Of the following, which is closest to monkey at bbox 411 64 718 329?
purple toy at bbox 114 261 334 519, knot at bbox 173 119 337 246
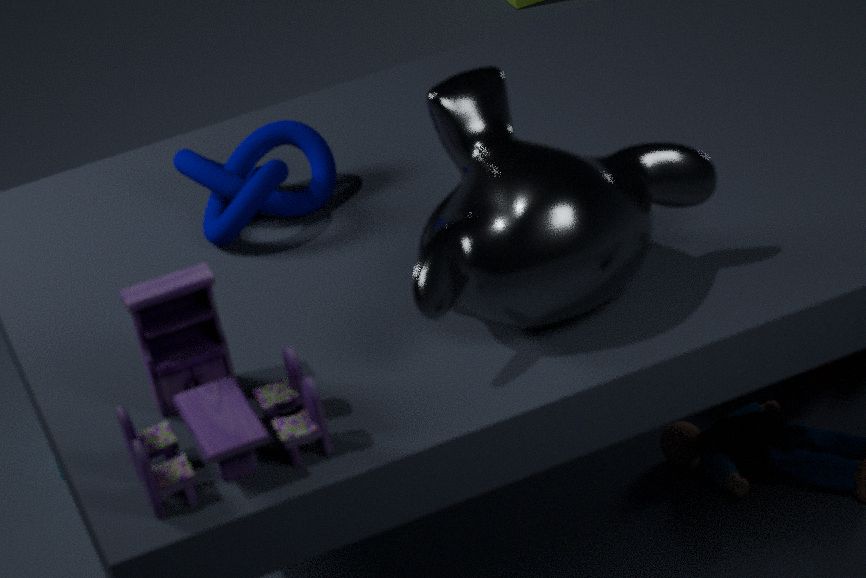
purple toy at bbox 114 261 334 519
